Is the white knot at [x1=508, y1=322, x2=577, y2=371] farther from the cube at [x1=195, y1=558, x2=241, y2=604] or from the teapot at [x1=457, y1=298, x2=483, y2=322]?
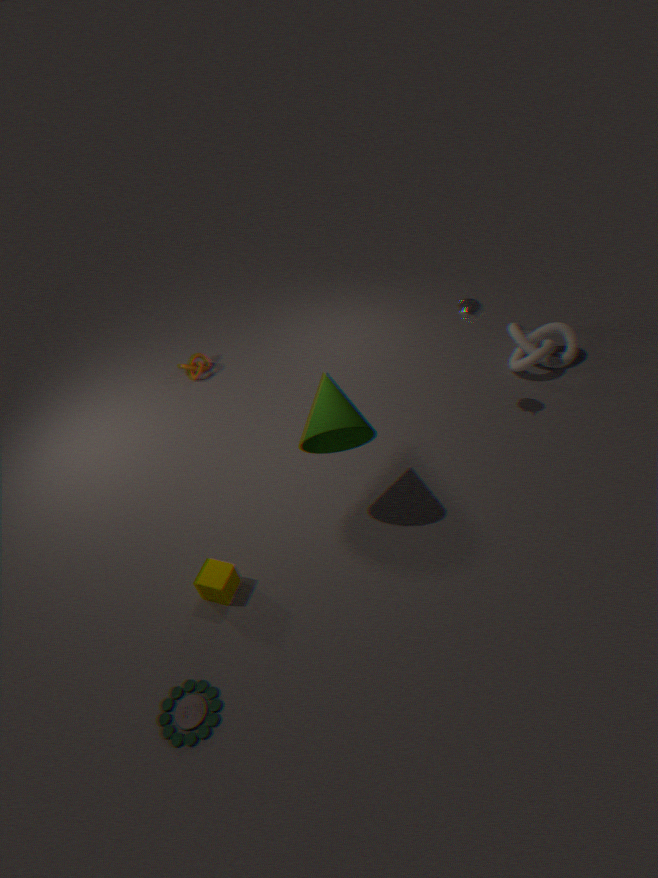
the cube at [x1=195, y1=558, x2=241, y2=604]
